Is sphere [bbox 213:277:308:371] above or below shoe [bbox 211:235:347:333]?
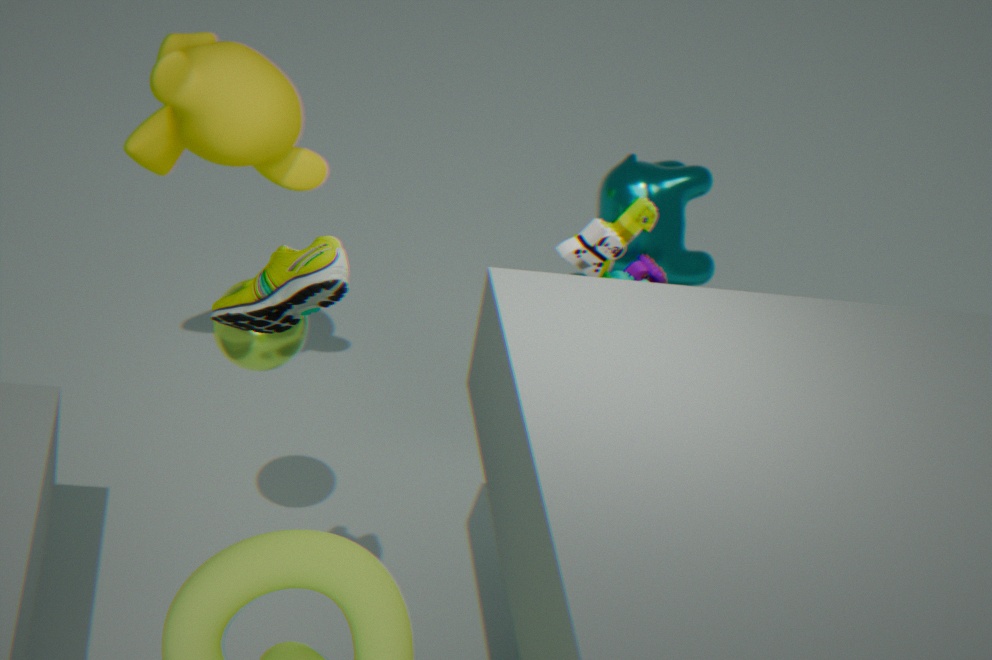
below
